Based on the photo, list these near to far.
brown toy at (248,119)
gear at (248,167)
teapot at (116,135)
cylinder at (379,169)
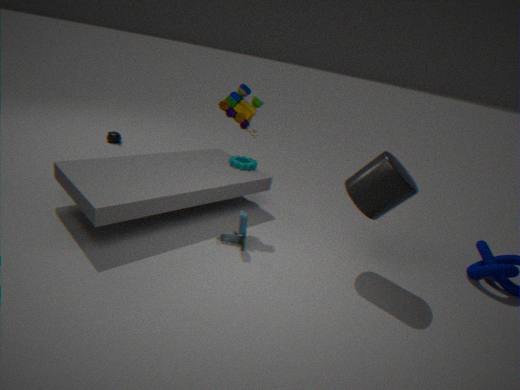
1. cylinder at (379,169)
2. brown toy at (248,119)
3. gear at (248,167)
4. teapot at (116,135)
